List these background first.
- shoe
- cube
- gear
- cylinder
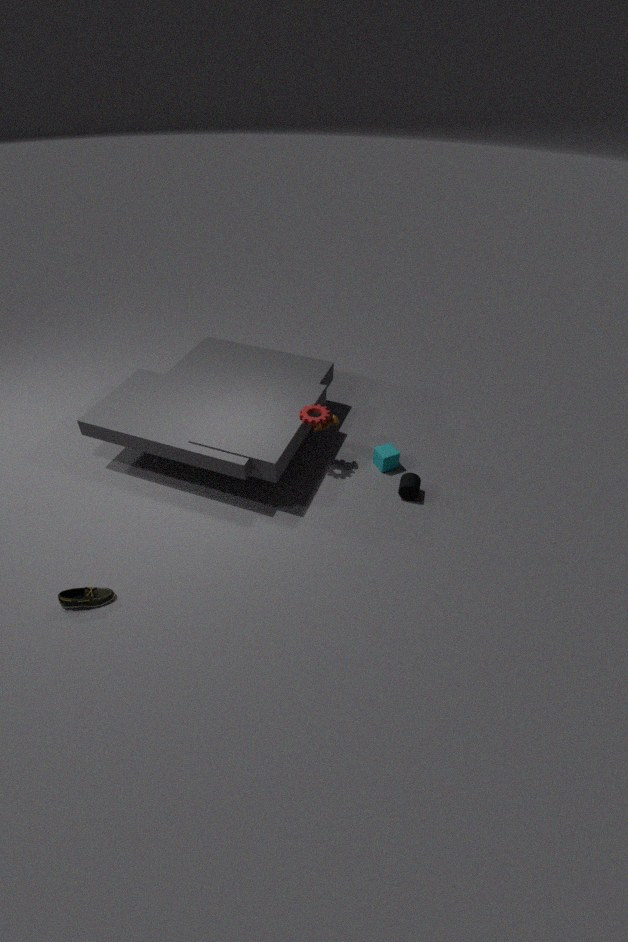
cube, gear, cylinder, shoe
